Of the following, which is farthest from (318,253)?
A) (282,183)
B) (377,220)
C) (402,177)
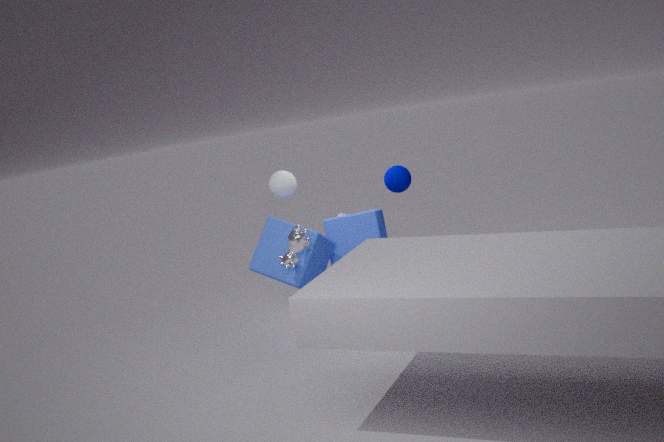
(402,177)
